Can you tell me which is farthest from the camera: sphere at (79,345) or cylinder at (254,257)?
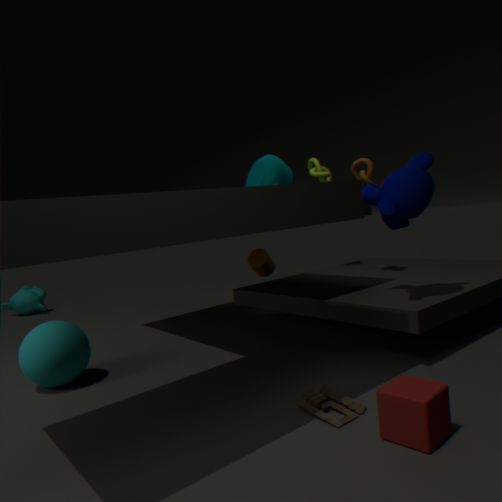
cylinder at (254,257)
